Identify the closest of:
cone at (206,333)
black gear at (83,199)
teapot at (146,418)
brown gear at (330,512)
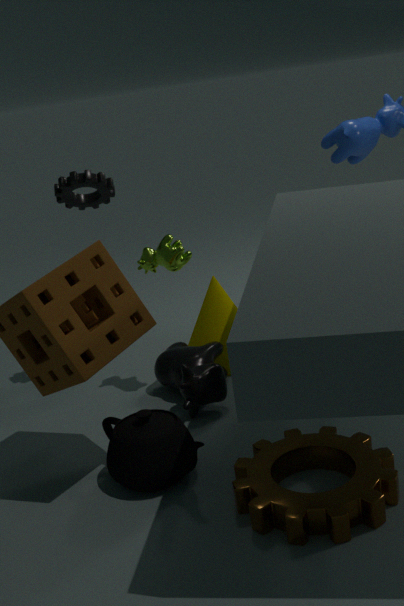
brown gear at (330,512)
